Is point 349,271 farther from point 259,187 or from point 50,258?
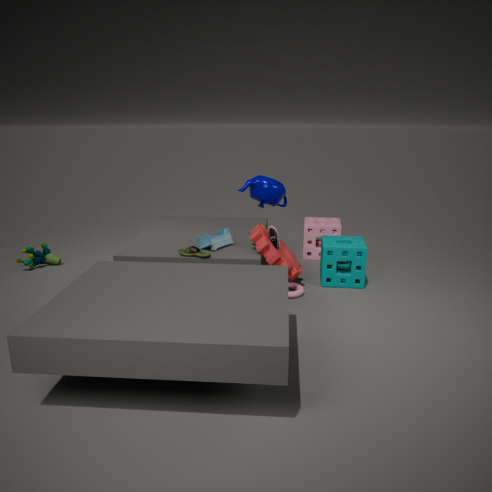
point 50,258
